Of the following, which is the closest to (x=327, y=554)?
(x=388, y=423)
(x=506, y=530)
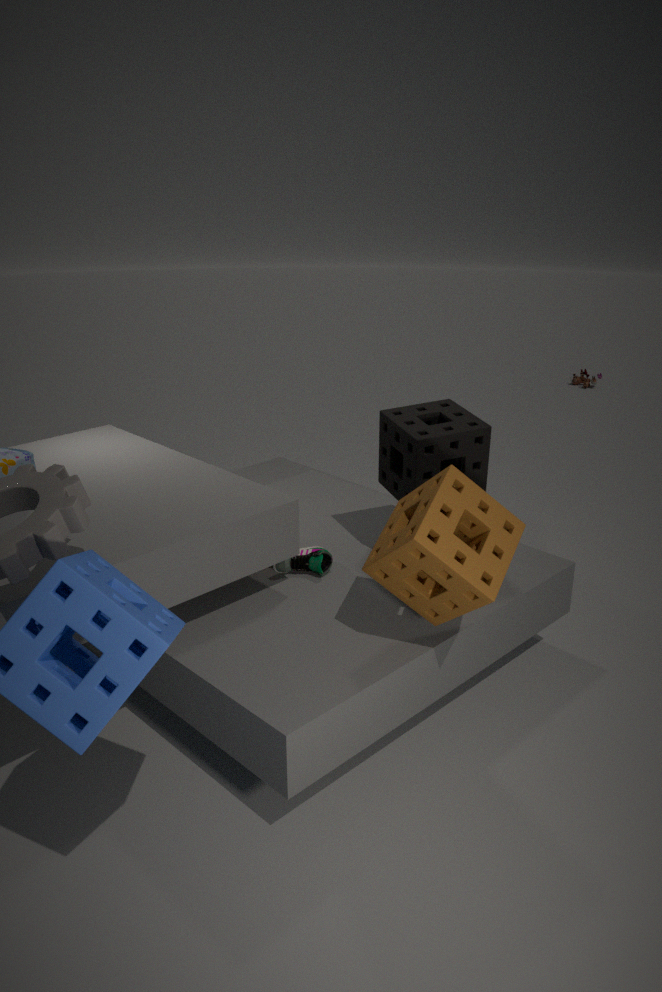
(x=388, y=423)
